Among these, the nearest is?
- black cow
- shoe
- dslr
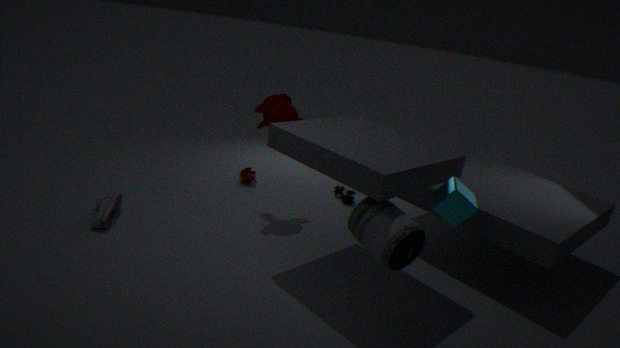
dslr
